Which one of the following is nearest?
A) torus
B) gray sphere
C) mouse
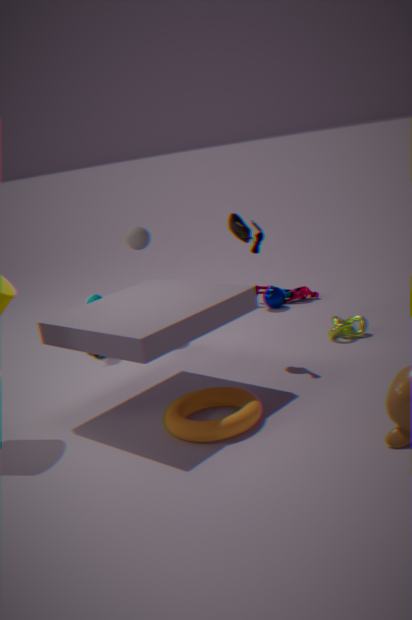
torus
